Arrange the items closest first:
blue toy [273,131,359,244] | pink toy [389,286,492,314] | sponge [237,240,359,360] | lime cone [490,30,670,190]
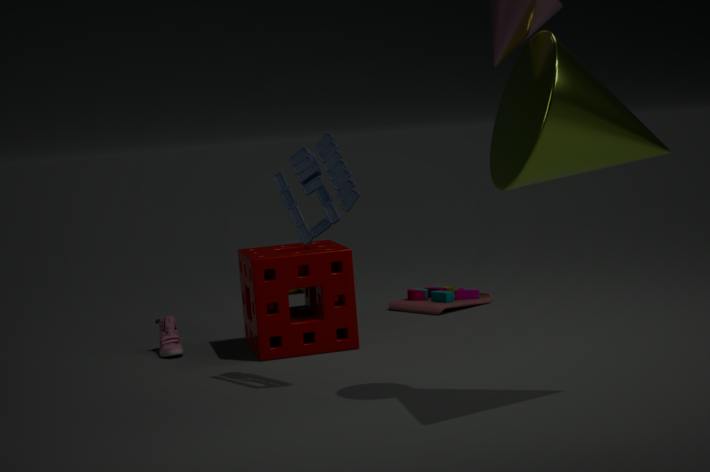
lime cone [490,30,670,190]
blue toy [273,131,359,244]
sponge [237,240,359,360]
pink toy [389,286,492,314]
